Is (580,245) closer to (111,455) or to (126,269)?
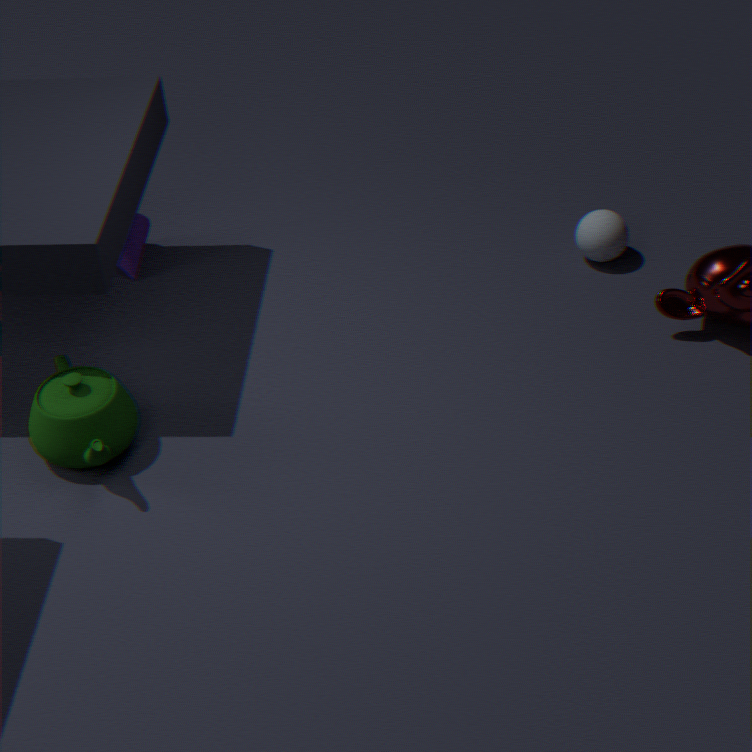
(126,269)
